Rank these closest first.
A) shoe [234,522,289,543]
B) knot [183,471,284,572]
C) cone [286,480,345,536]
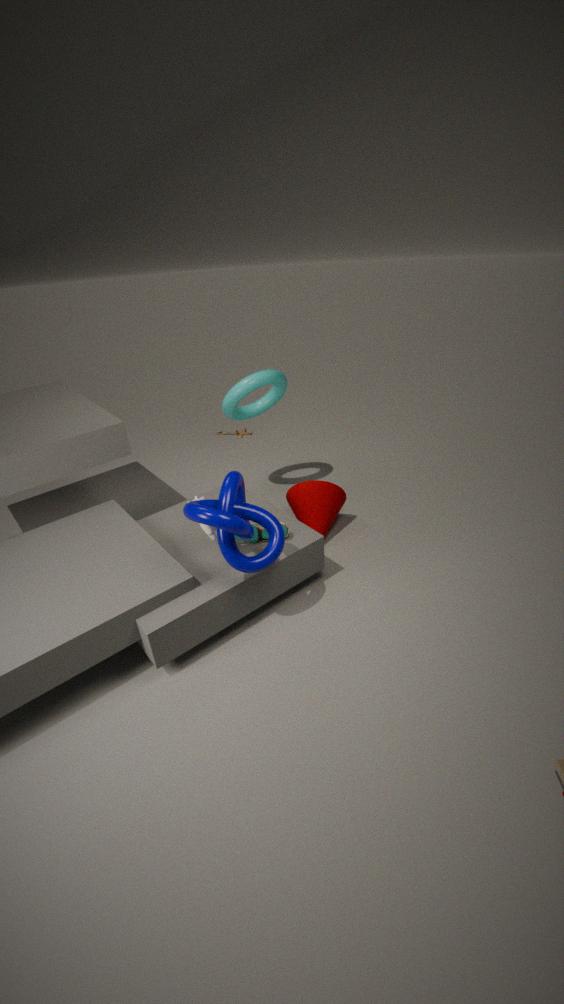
knot [183,471,284,572]
shoe [234,522,289,543]
cone [286,480,345,536]
